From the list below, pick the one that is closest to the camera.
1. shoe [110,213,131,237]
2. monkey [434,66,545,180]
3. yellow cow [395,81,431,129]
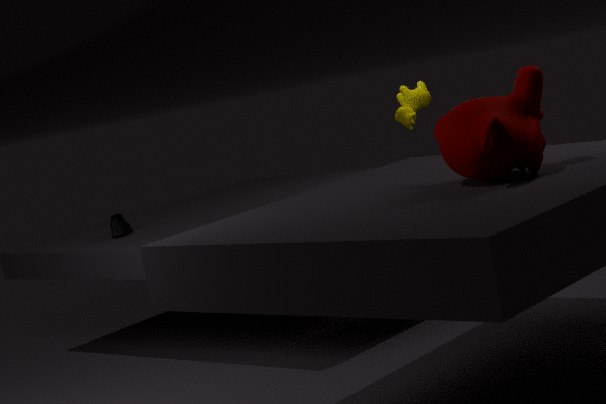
monkey [434,66,545,180]
